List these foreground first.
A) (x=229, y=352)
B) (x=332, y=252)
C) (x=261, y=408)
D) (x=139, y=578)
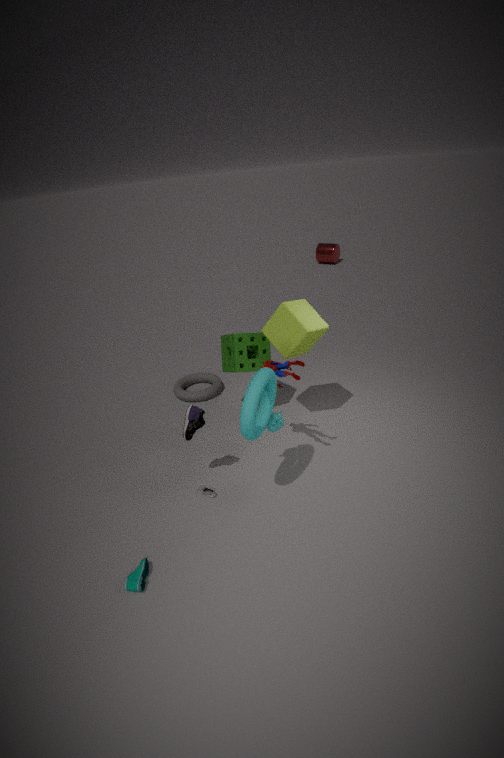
(x=139, y=578) < (x=261, y=408) < (x=229, y=352) < (x=332, y=252)
